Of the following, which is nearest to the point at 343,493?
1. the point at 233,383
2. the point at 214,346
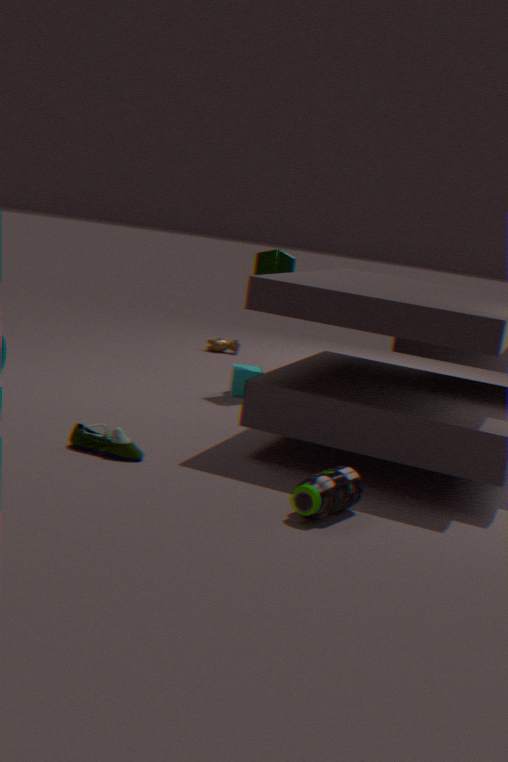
the point at 233,383
